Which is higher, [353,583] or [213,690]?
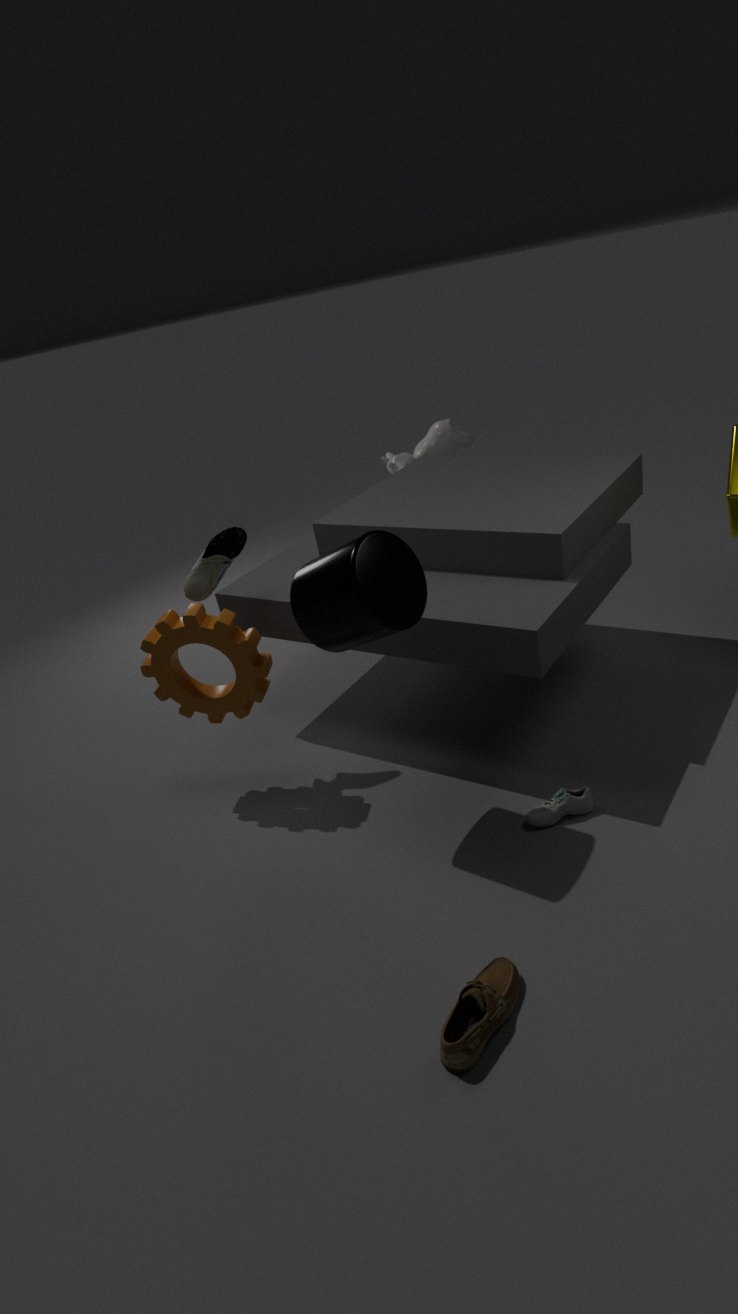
[353,583]
